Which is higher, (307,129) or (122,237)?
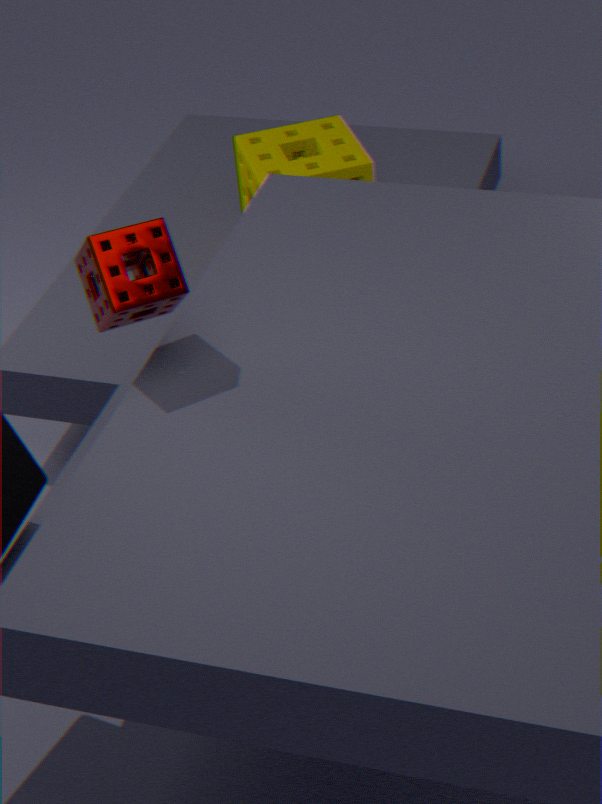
(122,237)
